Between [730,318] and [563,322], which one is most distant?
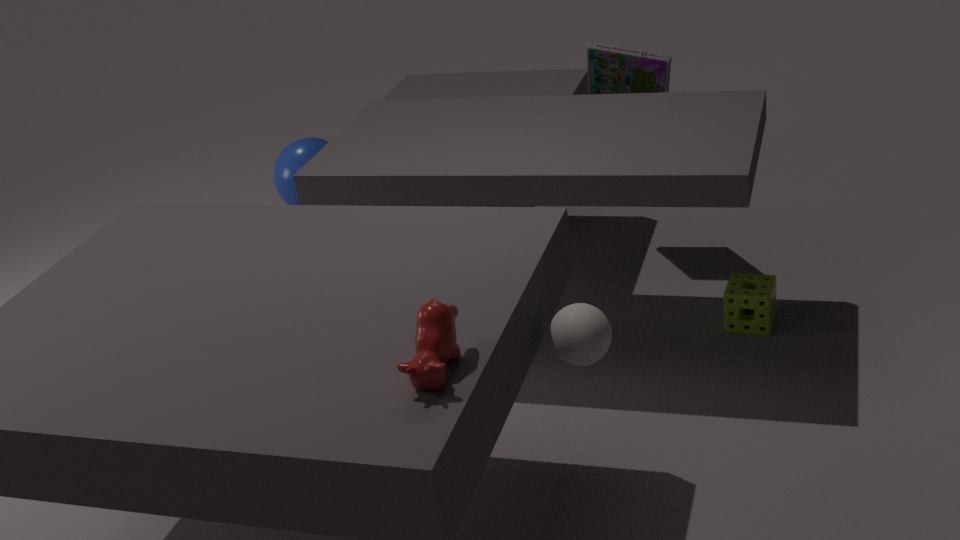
[730,318]
